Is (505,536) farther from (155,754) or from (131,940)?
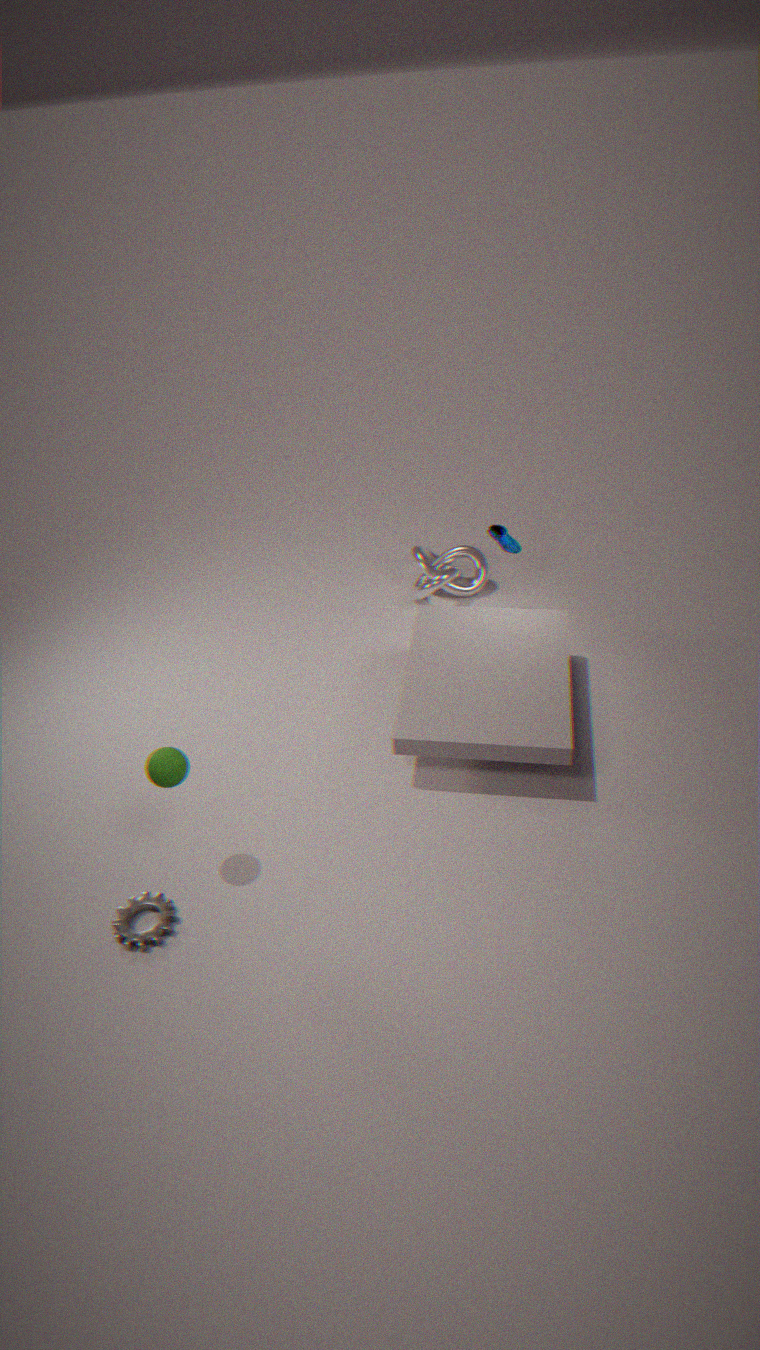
(131,940)
